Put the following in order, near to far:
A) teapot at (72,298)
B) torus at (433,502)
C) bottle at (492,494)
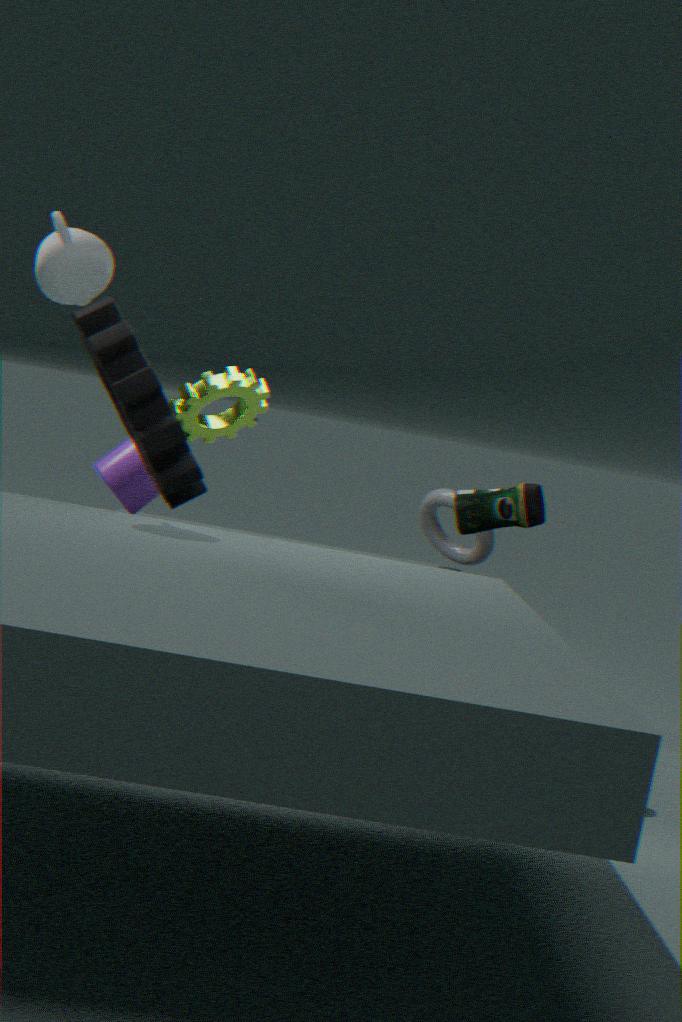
teapot at (72,298)
bottle at (492,494)
torus at (433,502)
